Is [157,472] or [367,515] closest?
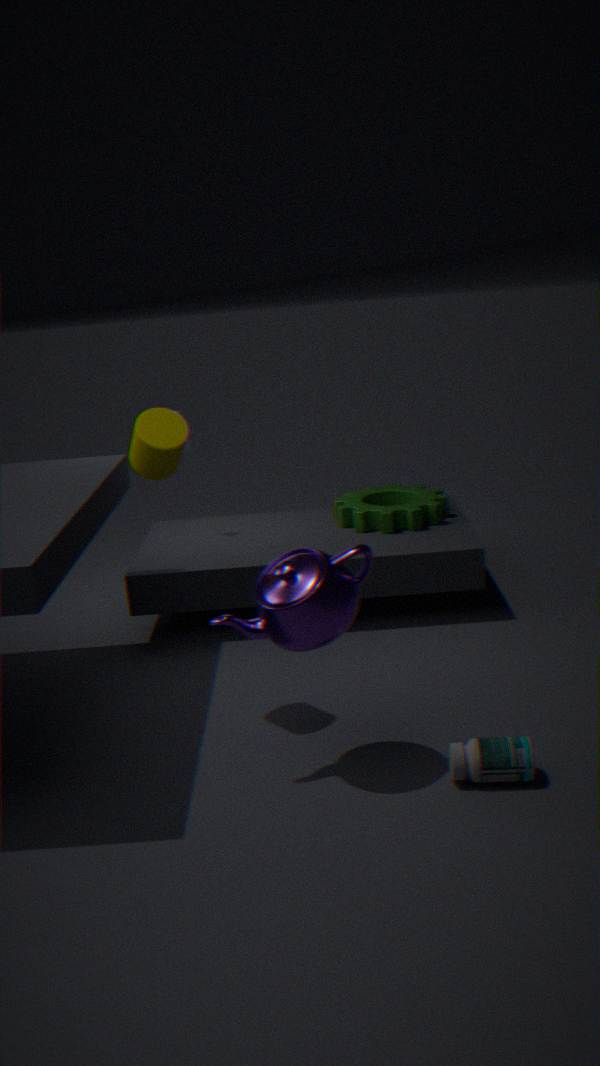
[157,472]
